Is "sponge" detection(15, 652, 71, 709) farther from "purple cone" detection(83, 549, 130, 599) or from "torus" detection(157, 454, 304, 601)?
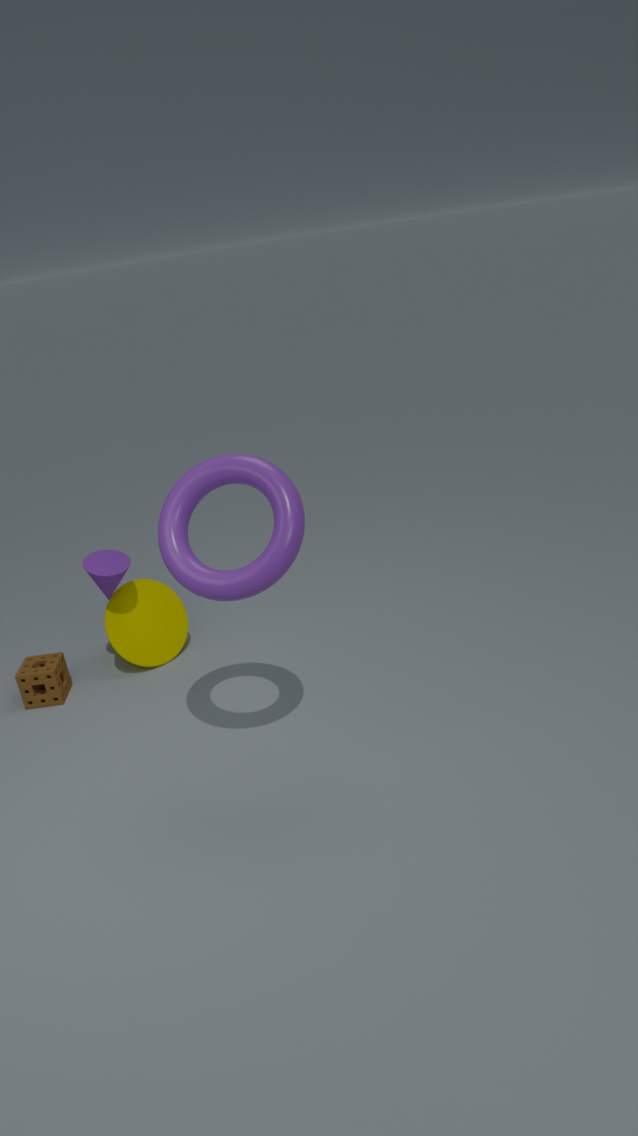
"torus" detection(157, 454, 304, 601)
